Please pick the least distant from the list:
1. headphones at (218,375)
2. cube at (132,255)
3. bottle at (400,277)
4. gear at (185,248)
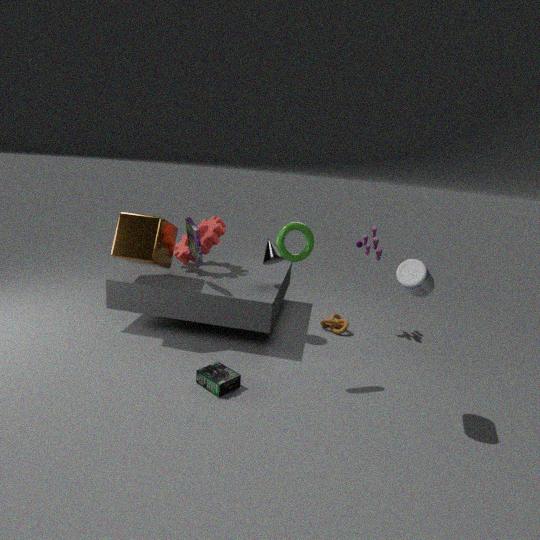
bottle at (400,277)
